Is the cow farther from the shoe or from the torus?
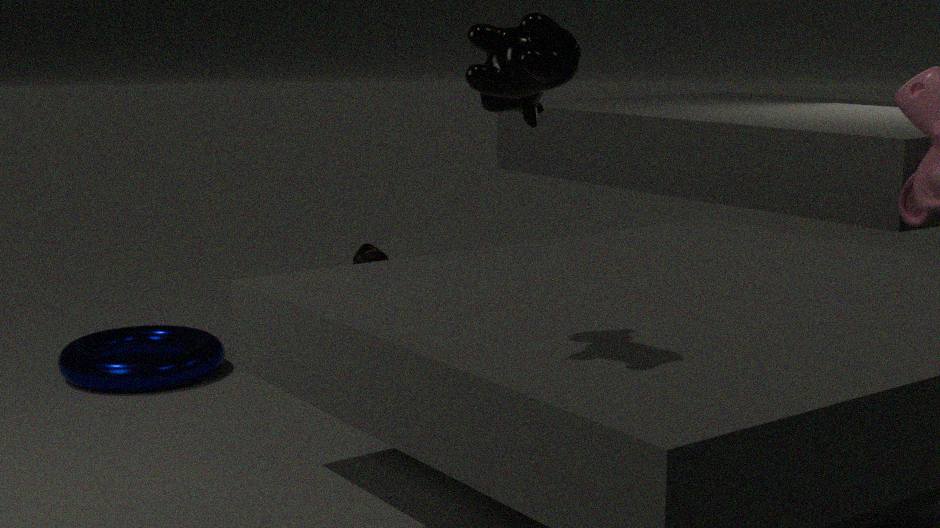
the torus
